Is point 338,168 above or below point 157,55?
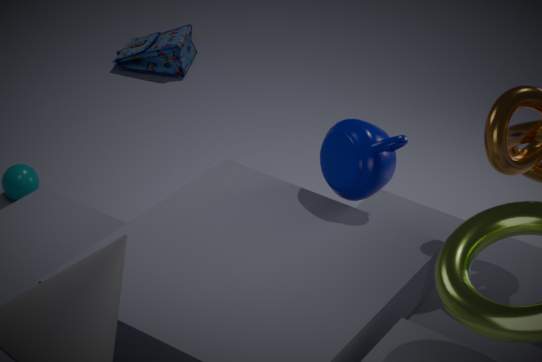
above
